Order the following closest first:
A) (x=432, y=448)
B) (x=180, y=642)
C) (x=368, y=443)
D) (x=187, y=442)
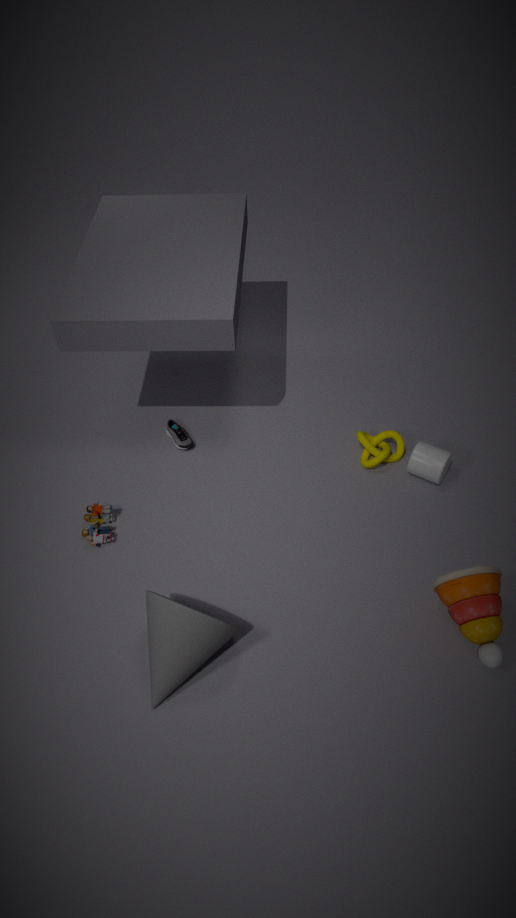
(x=180, y=642)
(x=432, y=448)
(x=368, y=443)
(x=187, y=442)
